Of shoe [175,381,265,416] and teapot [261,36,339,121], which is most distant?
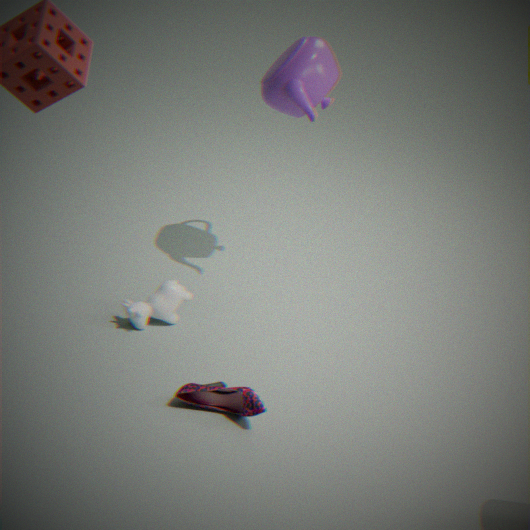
teapot [261,36,339,121]
